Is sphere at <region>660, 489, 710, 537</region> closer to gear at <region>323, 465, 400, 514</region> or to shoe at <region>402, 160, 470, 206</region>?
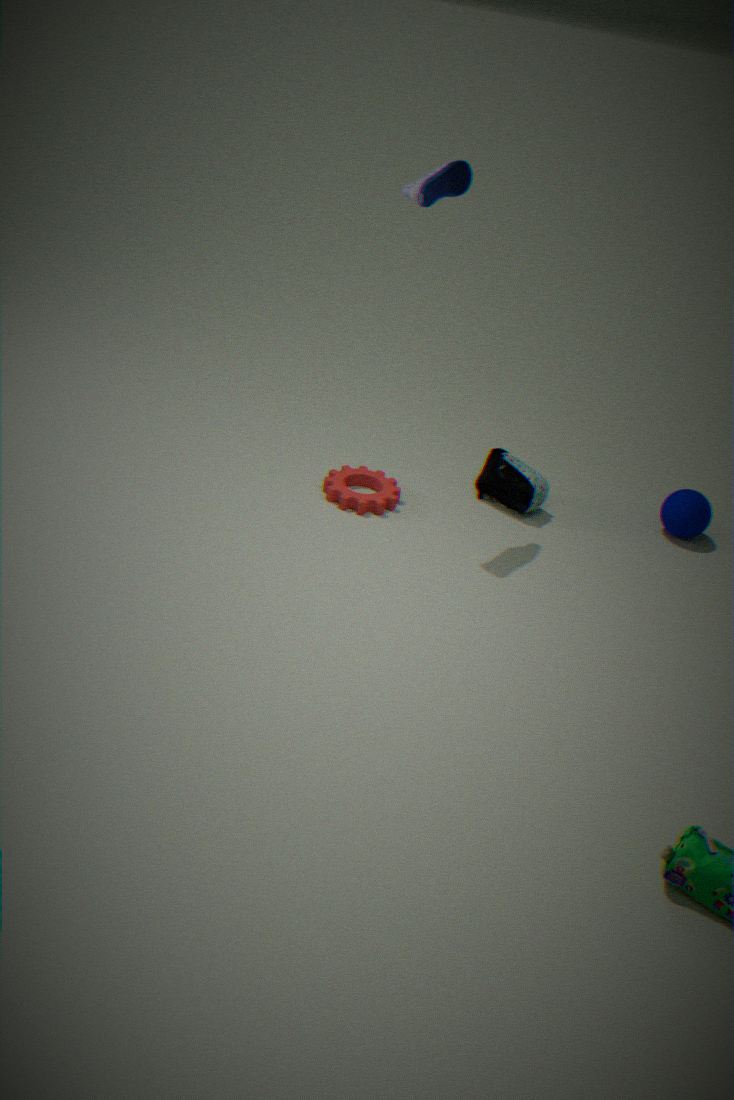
gear at <region>323, 465, 400, 514</region>
